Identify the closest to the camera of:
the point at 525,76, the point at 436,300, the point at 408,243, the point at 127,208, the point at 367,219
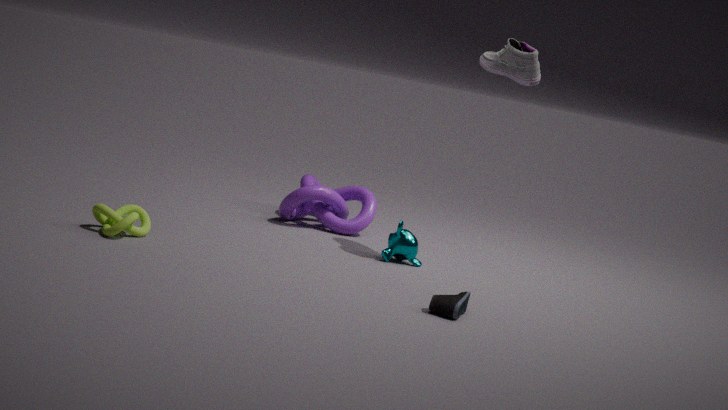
the point at 436,300
